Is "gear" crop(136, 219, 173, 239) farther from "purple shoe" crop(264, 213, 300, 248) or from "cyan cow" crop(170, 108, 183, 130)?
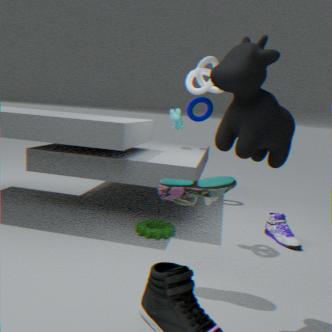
Answer: "cyan cow" crop(170, 108, 183, 130)
